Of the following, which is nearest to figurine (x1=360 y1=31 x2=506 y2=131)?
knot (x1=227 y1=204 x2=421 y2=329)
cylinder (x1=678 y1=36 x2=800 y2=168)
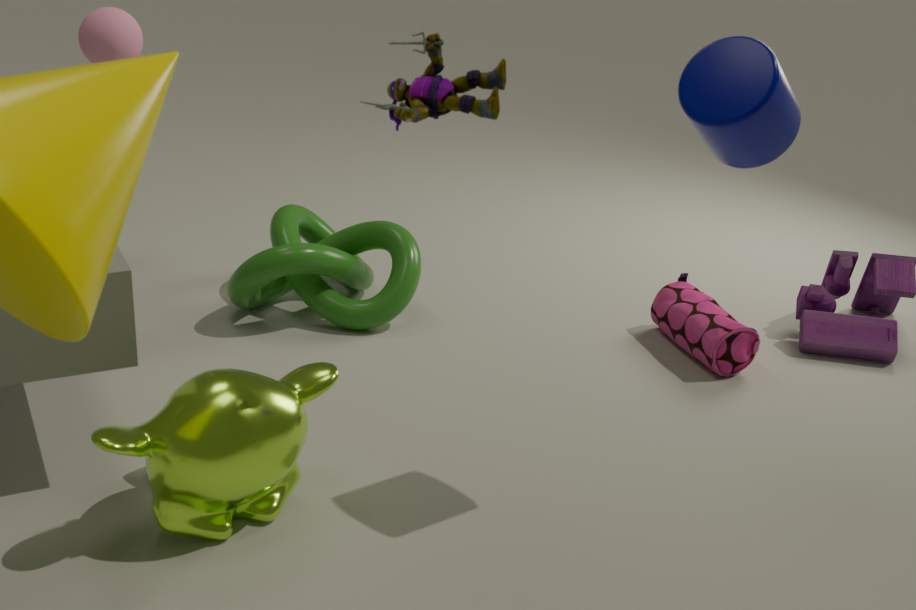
cylinder (x1=678 y1=36 x2=800 y2=168)
